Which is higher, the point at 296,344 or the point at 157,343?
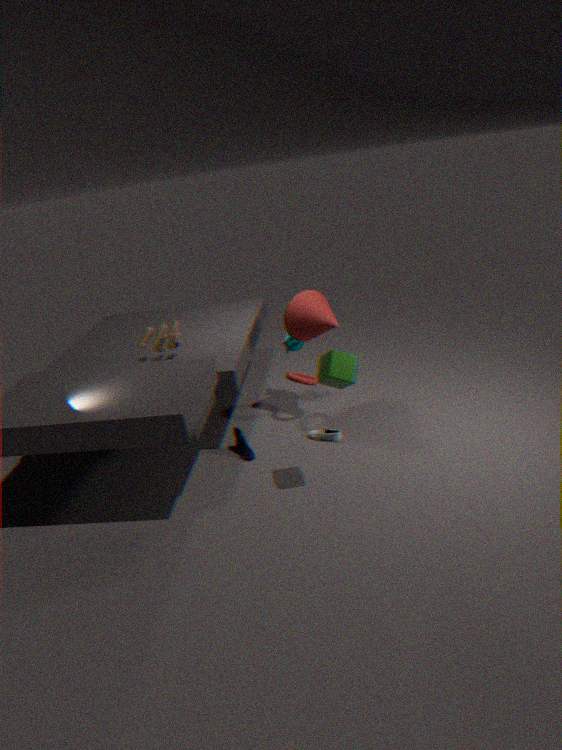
the point at 157,343
